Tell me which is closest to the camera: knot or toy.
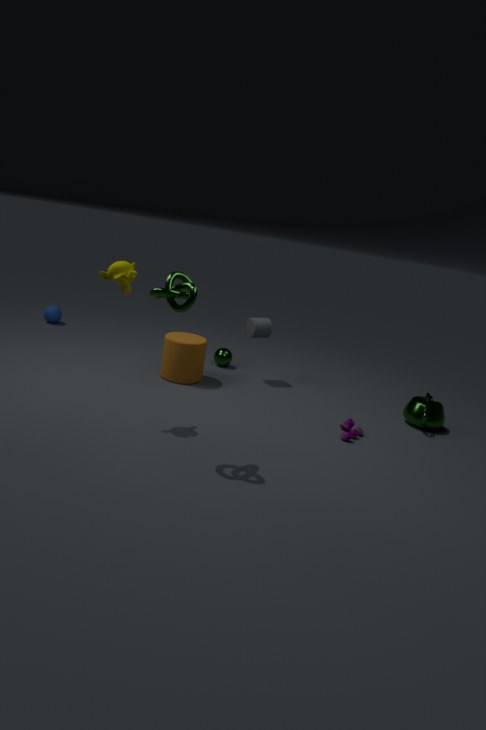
knot
